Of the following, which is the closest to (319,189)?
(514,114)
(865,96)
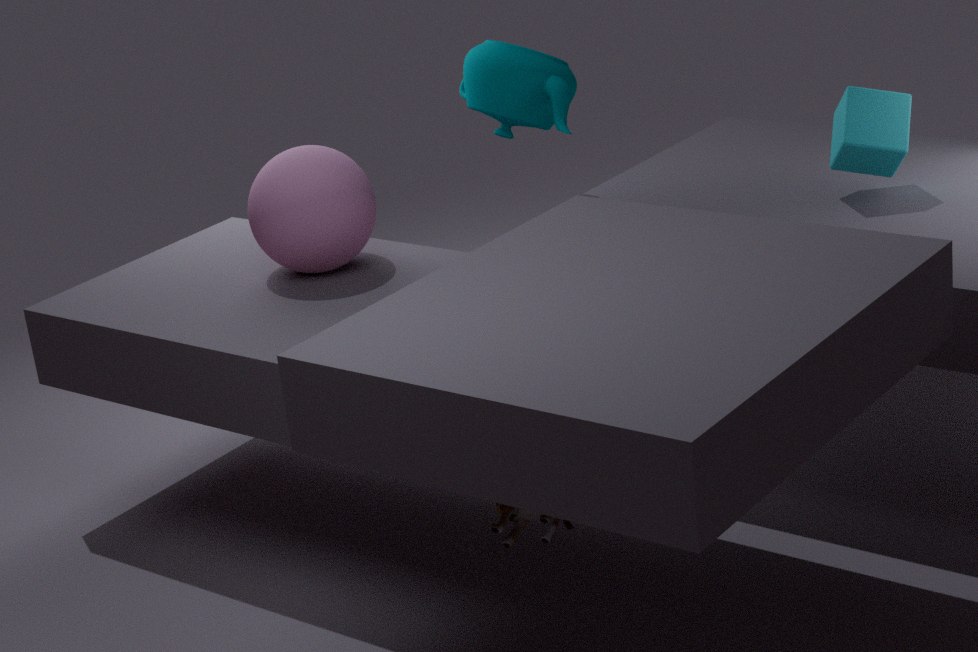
(514,114)
